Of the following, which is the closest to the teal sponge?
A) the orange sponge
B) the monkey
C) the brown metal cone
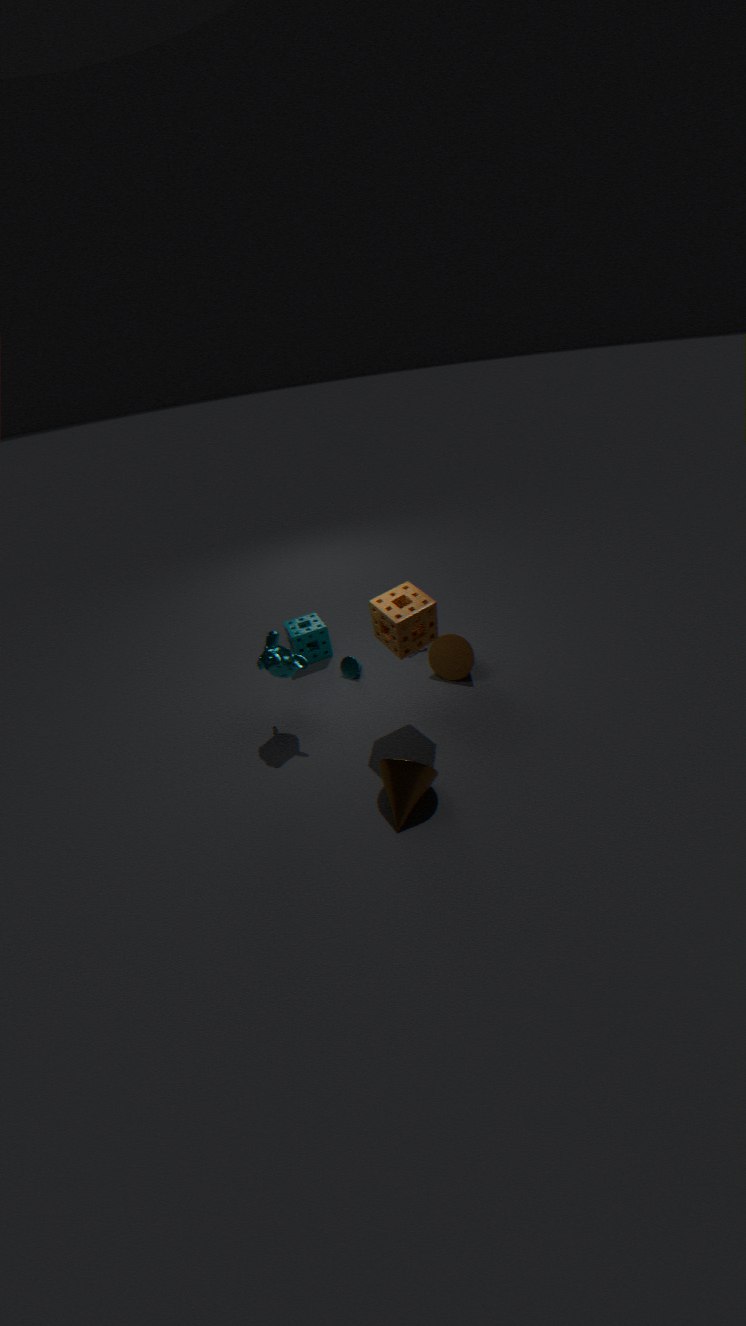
the monkey
